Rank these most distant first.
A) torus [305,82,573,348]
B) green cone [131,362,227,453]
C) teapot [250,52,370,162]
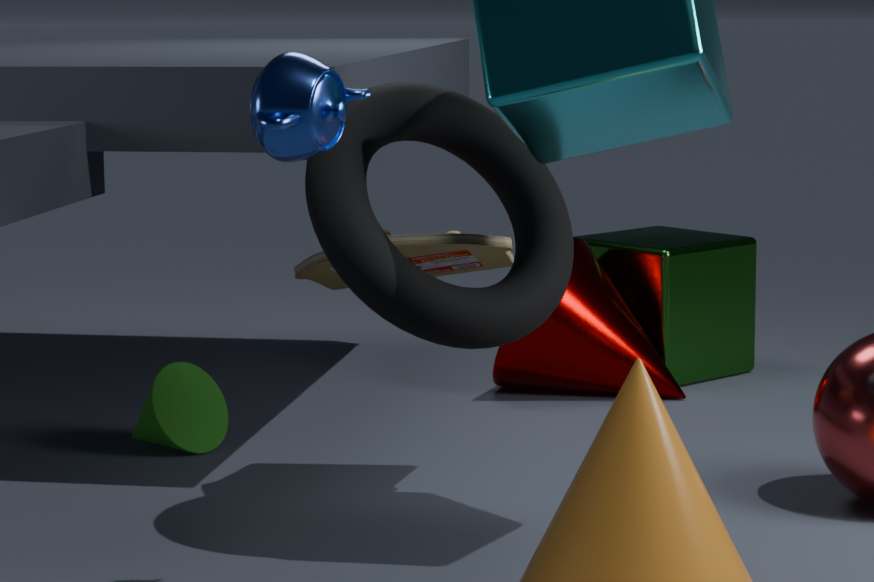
green cone [131,362,227,453]
torus [305,82,573,348]
teapot [250,52,370,162]
